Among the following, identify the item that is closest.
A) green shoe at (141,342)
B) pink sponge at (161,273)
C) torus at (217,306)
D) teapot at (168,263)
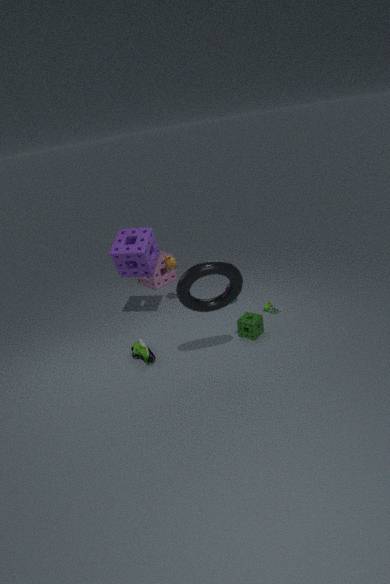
torus at (217,306)
